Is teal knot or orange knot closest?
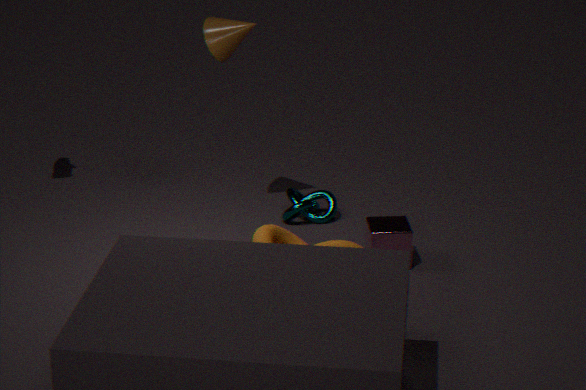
orange knot
